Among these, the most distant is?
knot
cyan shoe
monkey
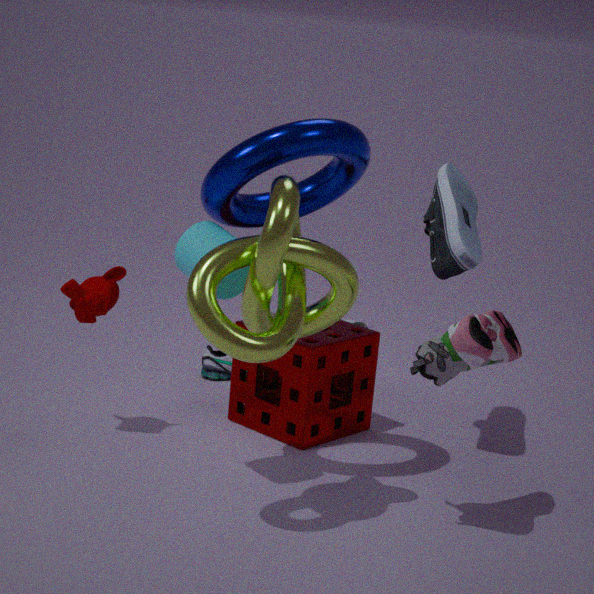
cyan shoe
